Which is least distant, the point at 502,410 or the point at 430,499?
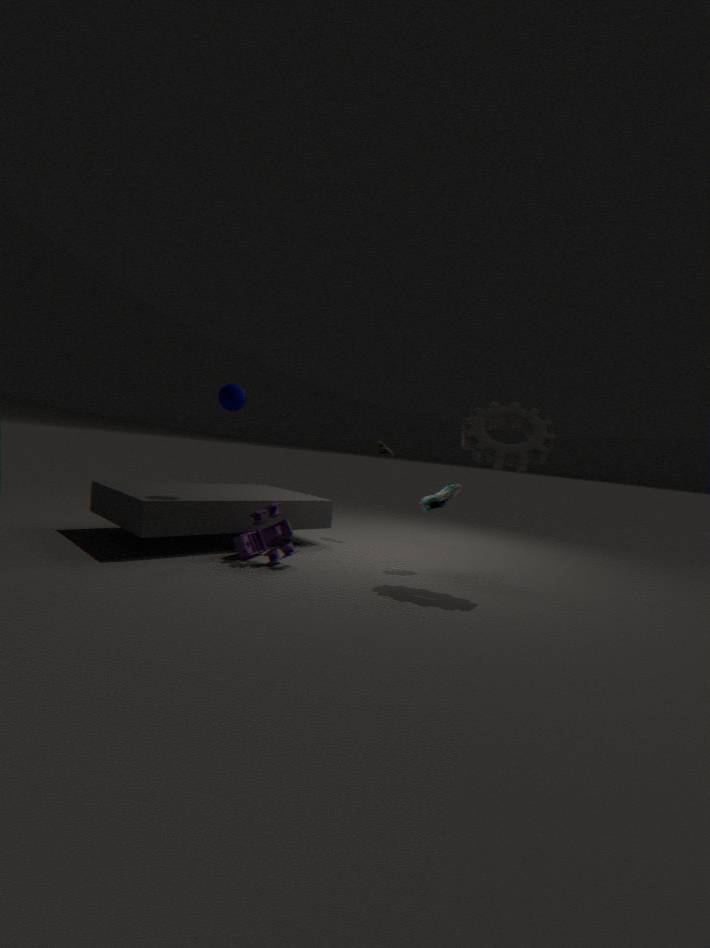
the point at 502,410
